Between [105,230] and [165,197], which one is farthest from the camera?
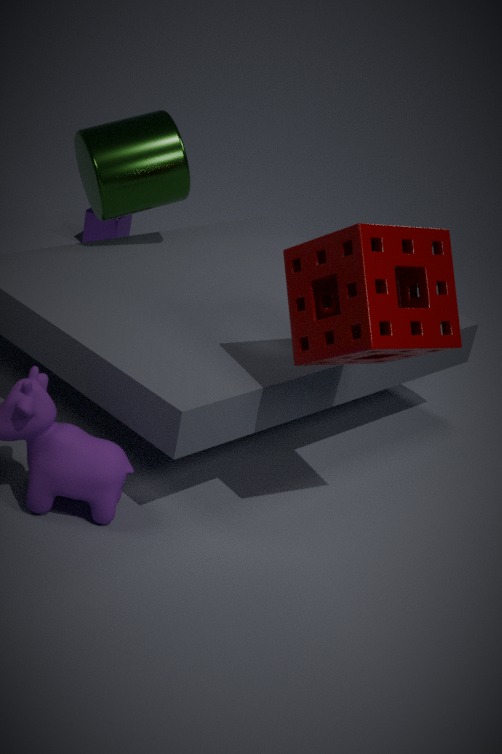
[105,230]
